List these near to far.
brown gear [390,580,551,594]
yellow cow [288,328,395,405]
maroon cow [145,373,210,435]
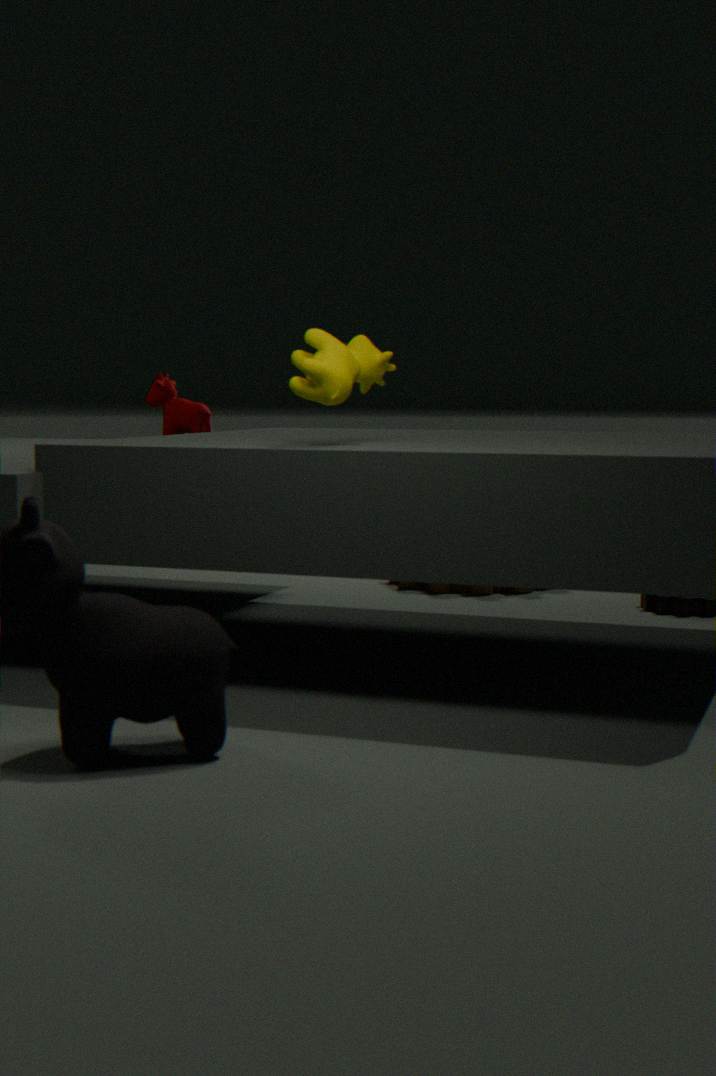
yellow cow [288,328,395,405] → brown gear [390,580,551,594] → maroon cow [145,373,210,435]
